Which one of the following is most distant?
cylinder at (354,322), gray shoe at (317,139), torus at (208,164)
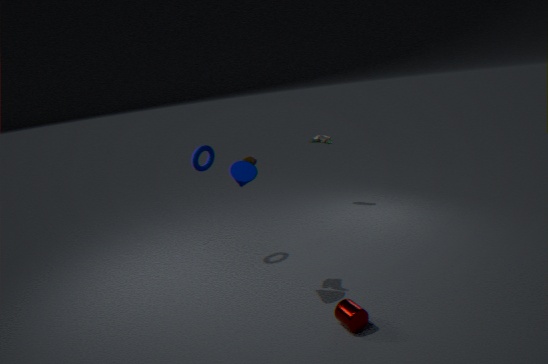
gray shoe at (317,139)
